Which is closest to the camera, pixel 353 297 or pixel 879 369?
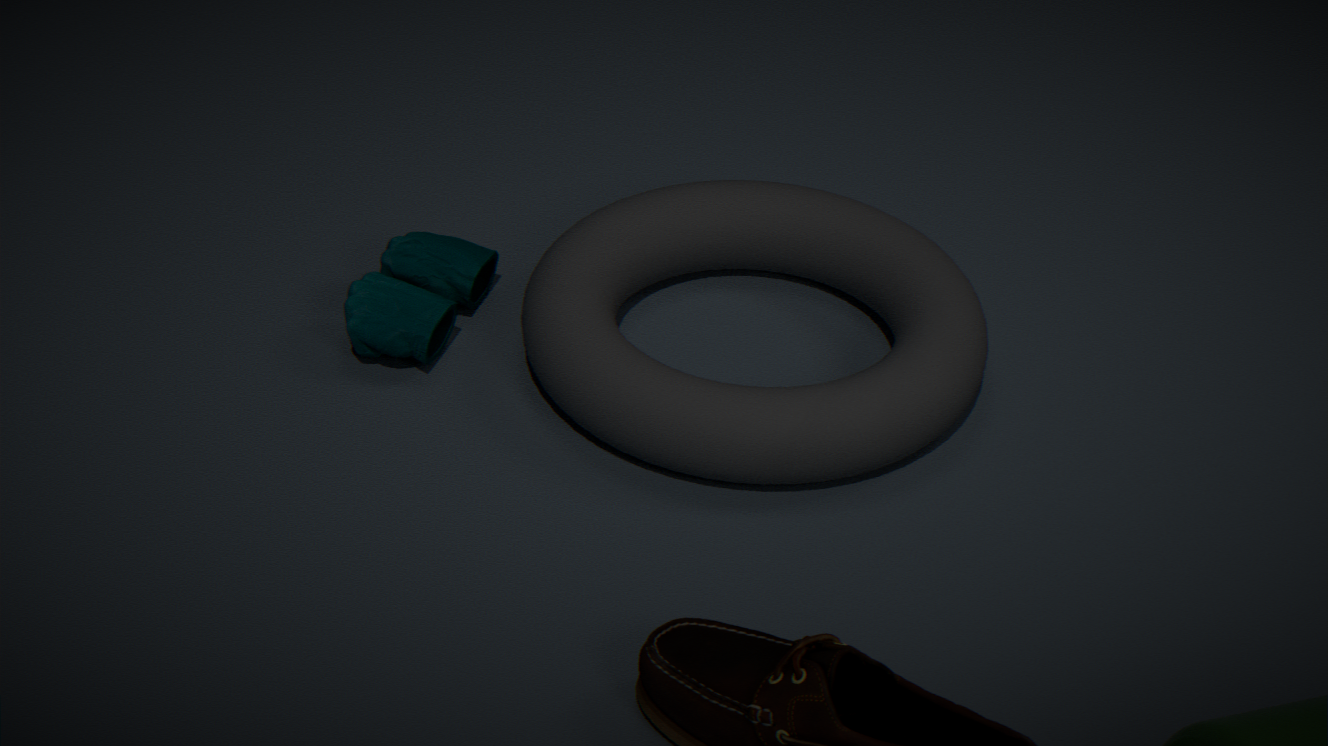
pixel 879 369
